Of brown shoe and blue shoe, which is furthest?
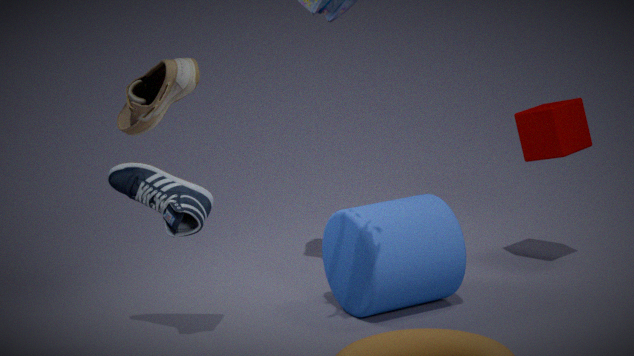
blue shoe
